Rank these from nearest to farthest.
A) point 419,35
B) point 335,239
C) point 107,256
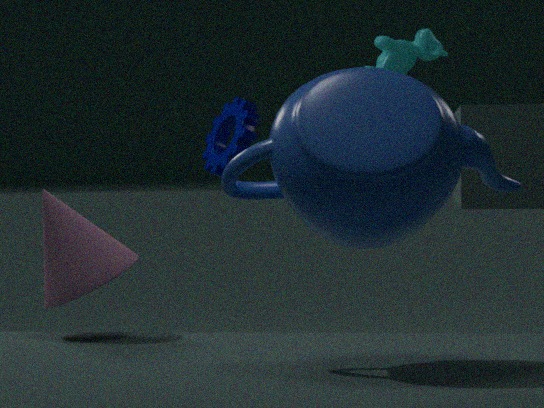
point 335,239, point 107,256, point 419,35
